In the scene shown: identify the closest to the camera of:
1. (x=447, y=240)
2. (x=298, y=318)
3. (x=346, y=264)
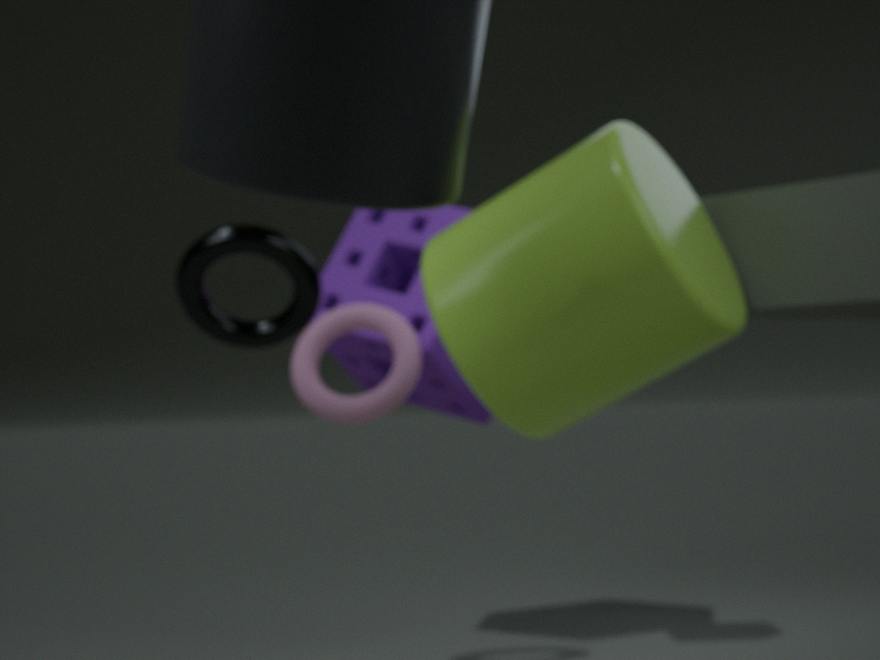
(x=447, y=240)
